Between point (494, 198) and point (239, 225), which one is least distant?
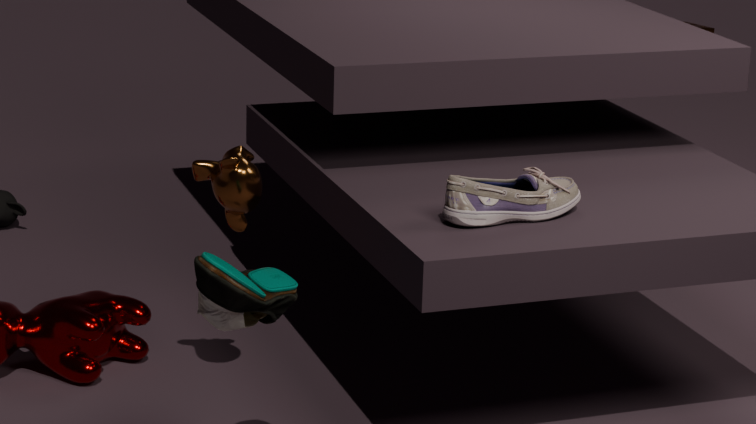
point (494, 198)
